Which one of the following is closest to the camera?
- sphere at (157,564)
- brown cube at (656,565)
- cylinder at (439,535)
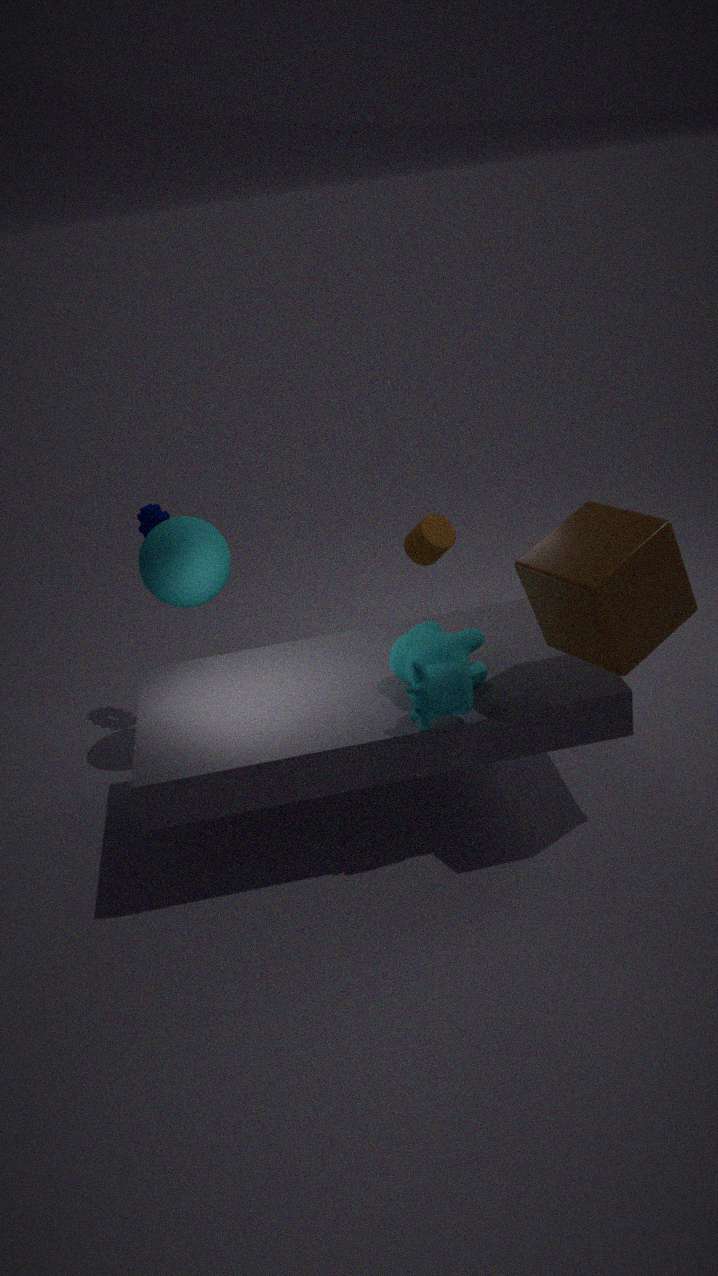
brown cube at (656,565)
